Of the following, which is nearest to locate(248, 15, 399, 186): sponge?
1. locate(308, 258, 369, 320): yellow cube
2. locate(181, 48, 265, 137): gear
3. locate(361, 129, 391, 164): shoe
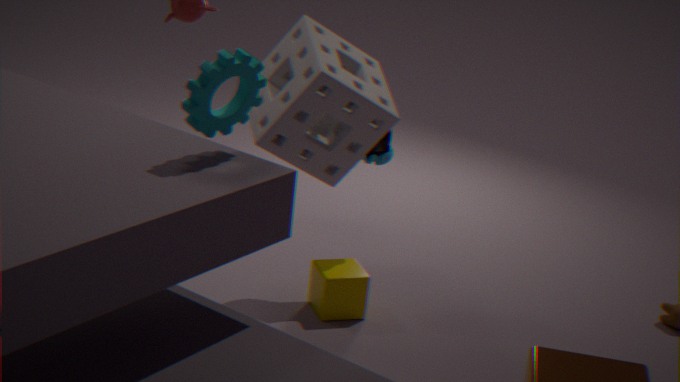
locate(361, 129, 391, 164): shoe
